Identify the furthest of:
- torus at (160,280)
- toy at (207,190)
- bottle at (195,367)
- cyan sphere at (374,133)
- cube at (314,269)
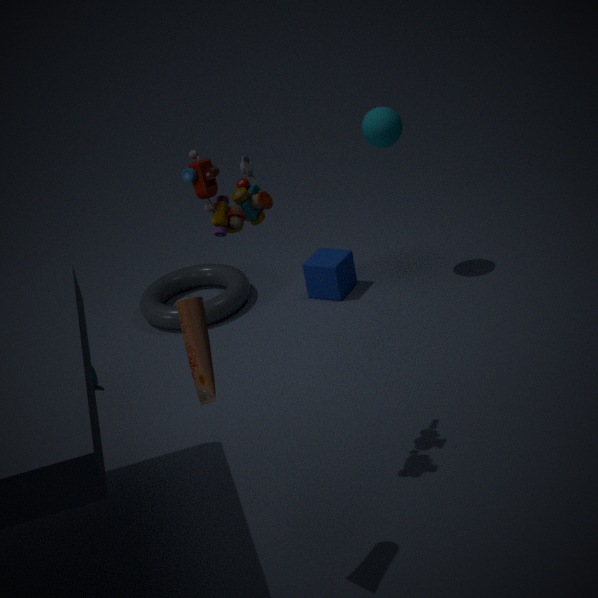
torus at (160,280)
